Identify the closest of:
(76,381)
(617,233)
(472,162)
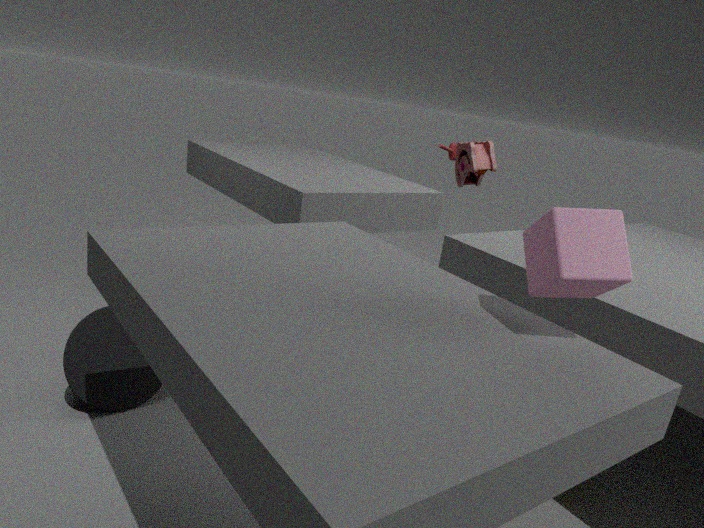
(617,233)
